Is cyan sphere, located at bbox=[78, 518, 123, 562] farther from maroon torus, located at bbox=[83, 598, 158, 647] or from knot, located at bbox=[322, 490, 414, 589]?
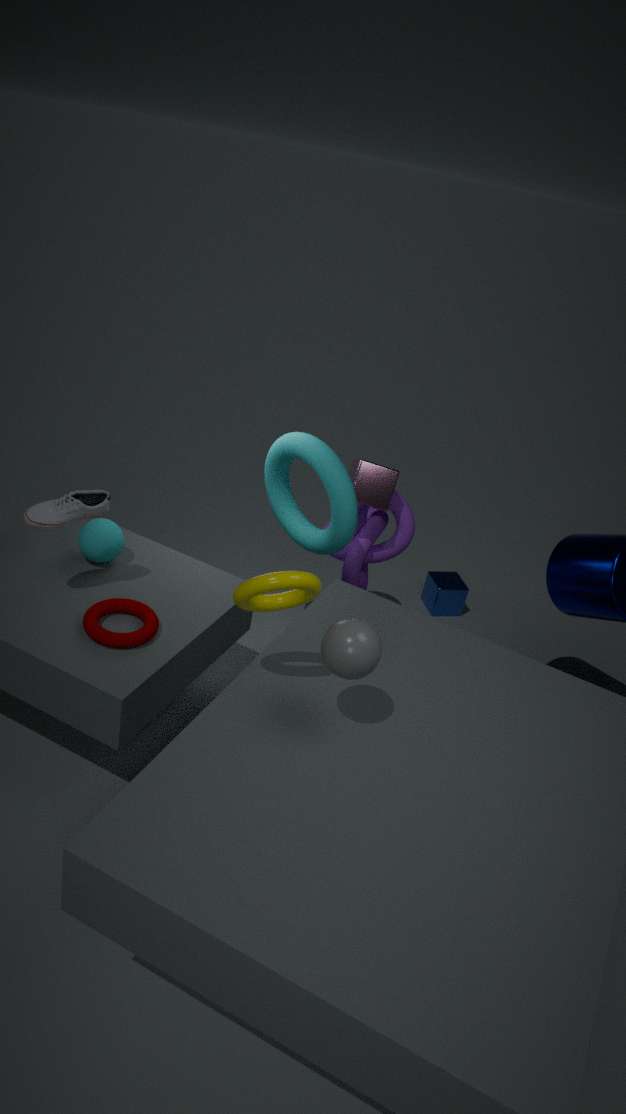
knot, located at bbox=[322, 490, 414, 589]
